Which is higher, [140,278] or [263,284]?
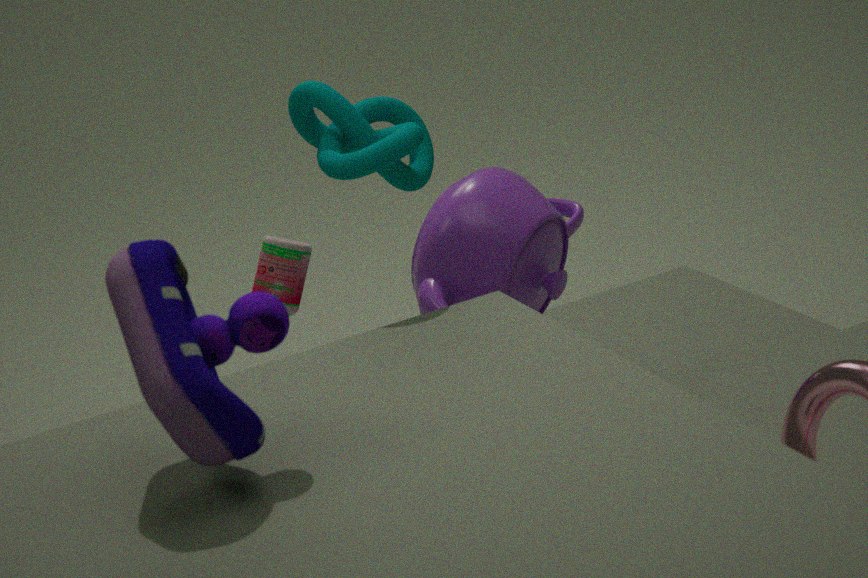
[140,278]
